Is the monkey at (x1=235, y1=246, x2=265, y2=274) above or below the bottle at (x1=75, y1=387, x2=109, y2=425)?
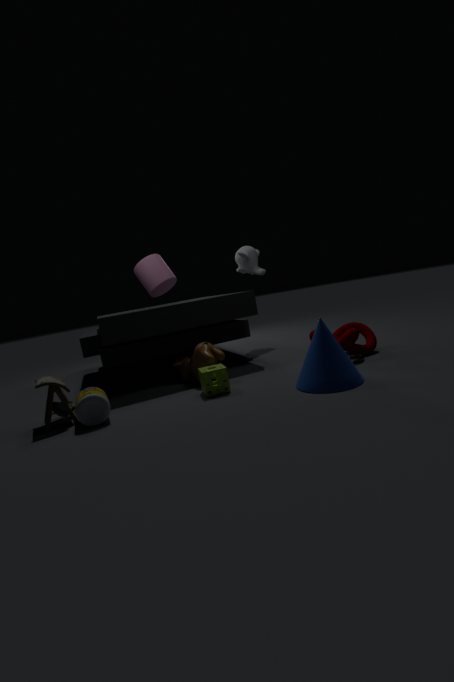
above
